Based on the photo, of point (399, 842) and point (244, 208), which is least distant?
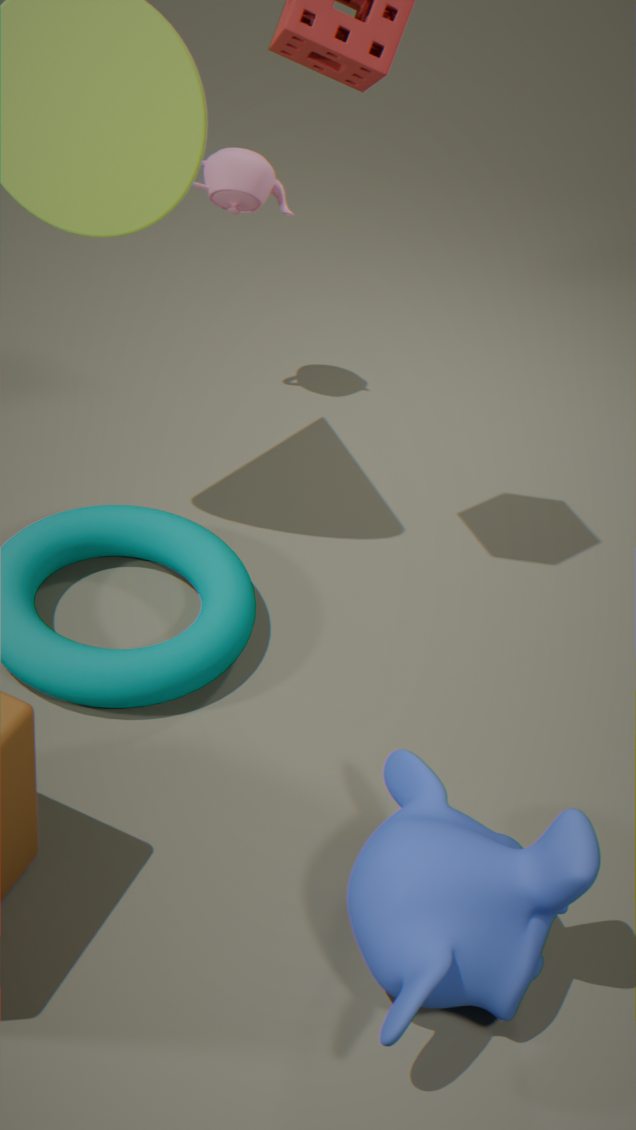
point (399, 842)
